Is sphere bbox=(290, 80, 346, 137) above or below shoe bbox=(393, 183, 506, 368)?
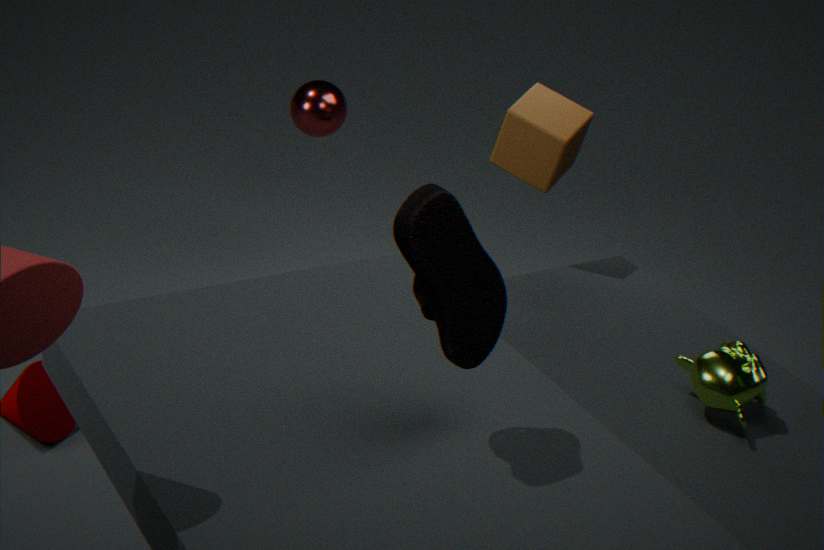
below
